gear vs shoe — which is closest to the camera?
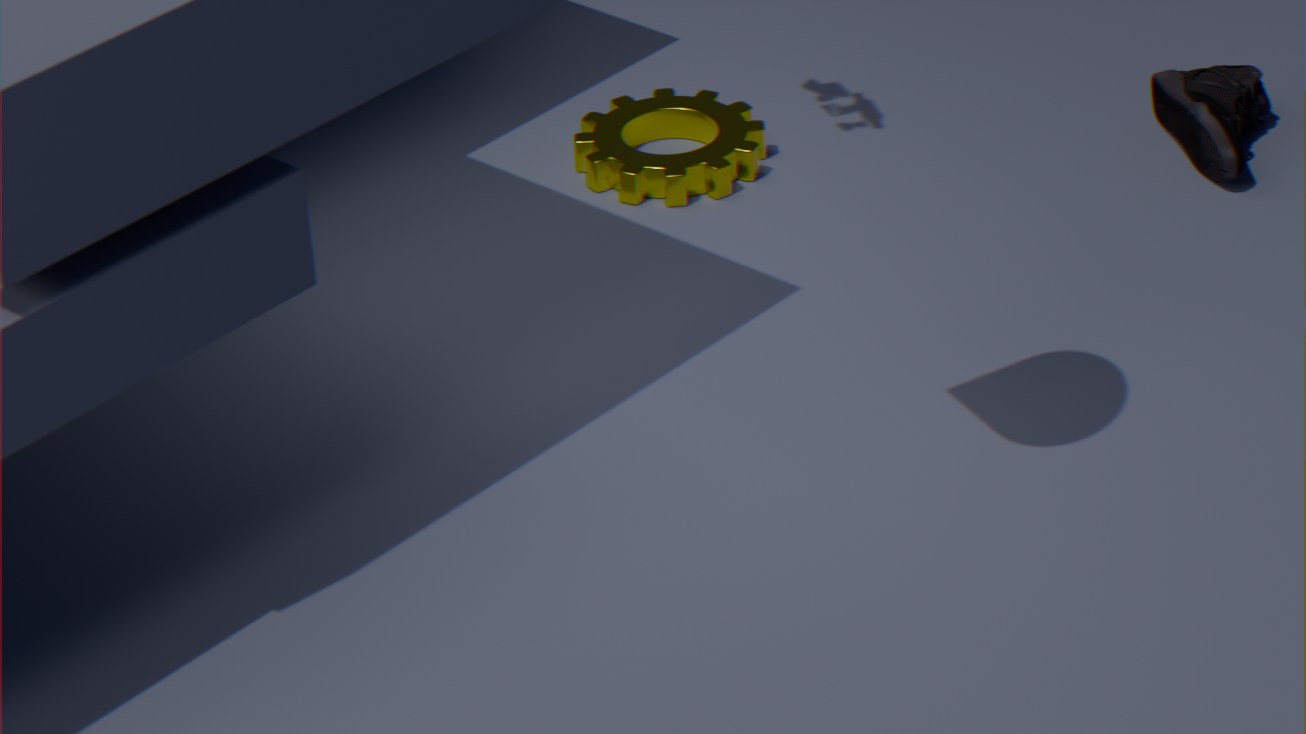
shoe
